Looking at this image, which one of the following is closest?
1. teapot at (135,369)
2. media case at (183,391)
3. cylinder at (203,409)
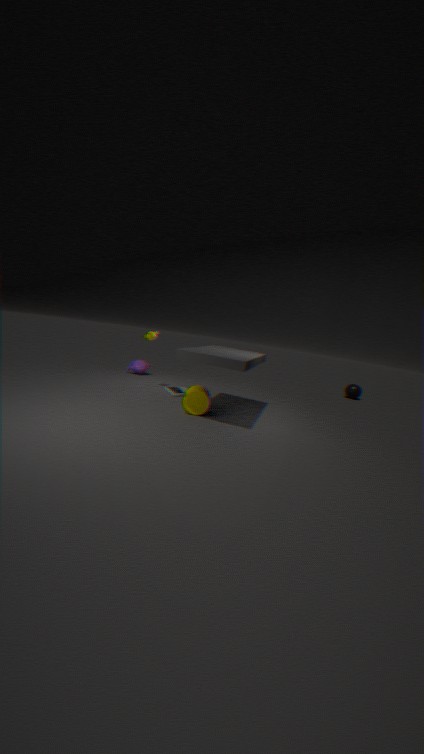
cylinder at (203,409)
